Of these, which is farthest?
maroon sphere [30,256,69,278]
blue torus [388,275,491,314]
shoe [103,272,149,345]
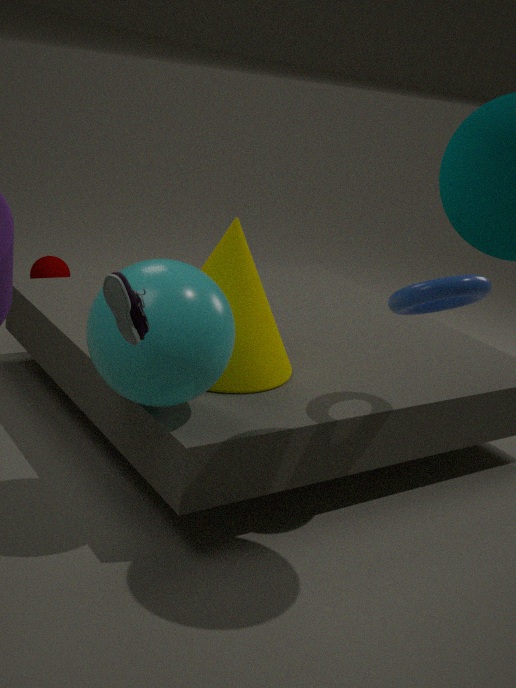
maroon sphere [30,256,69,278]
